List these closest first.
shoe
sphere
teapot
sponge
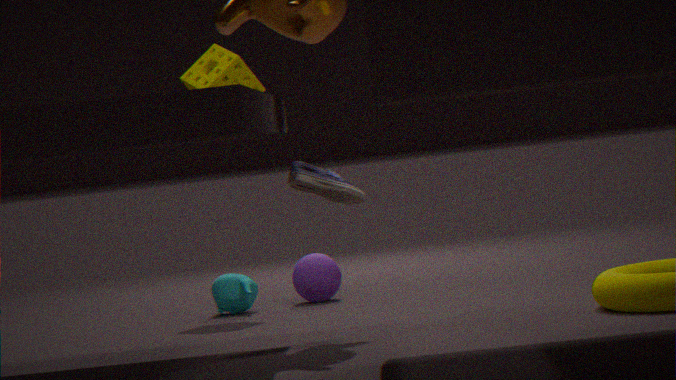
shoe
sponge
teapot
sphere
